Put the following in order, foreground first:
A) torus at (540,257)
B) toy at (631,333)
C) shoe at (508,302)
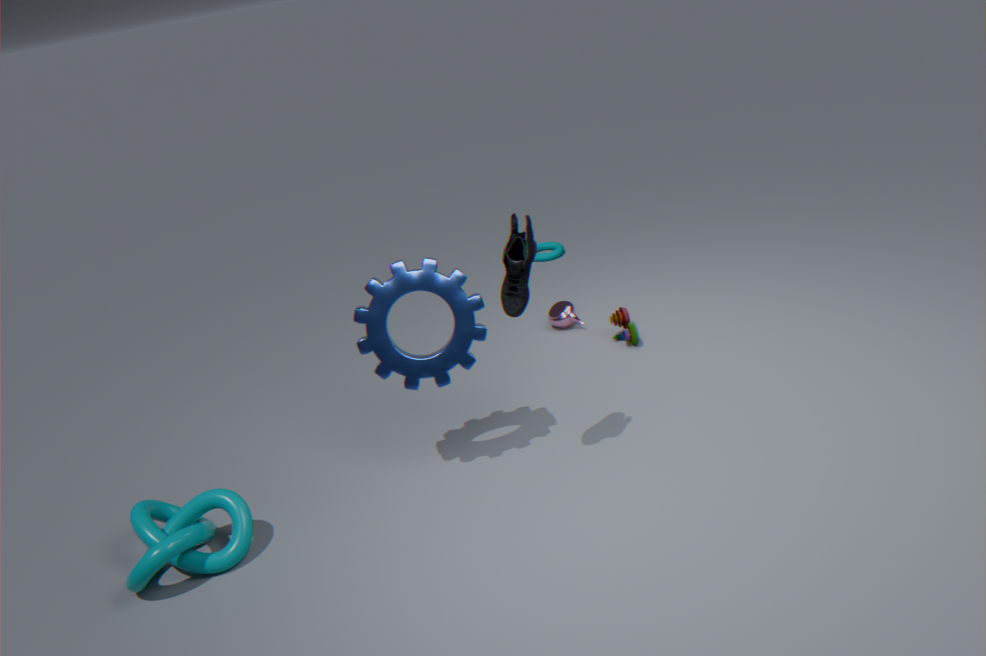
shoe at (508,302), toy at (631,333), torus at (540,257)
